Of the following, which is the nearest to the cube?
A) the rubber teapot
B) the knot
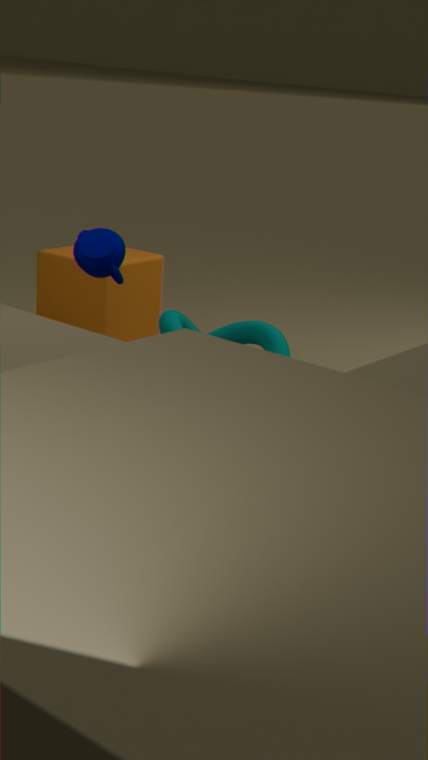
the knot
